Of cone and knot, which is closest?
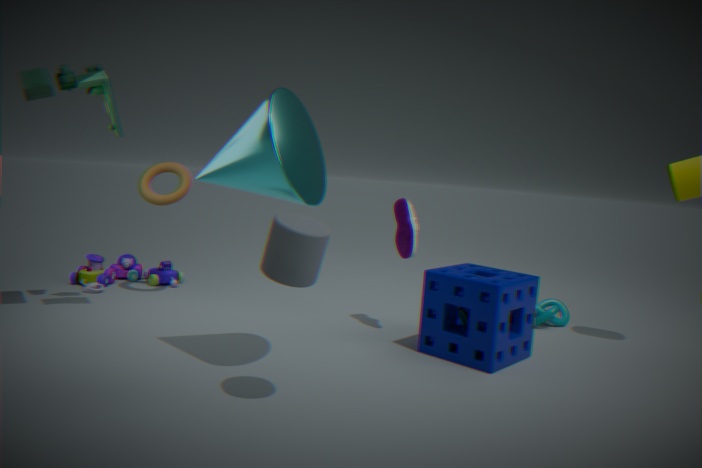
cone
